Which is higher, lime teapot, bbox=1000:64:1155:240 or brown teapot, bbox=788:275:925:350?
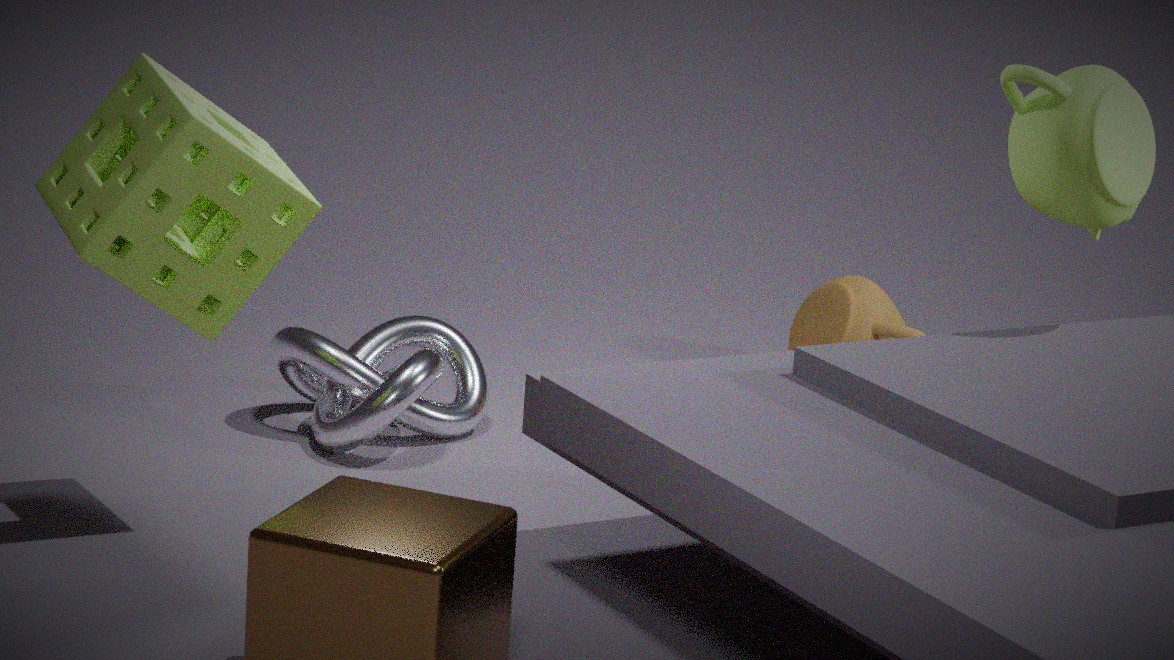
lime teapot, bbox=1000:64:1155:240
